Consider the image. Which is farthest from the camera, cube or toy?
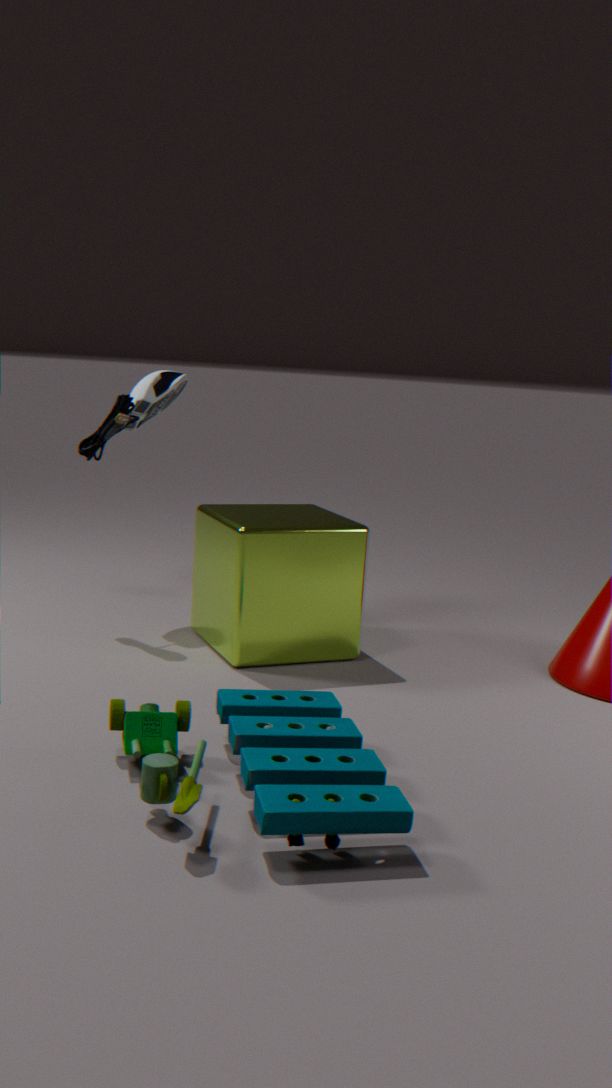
cube
